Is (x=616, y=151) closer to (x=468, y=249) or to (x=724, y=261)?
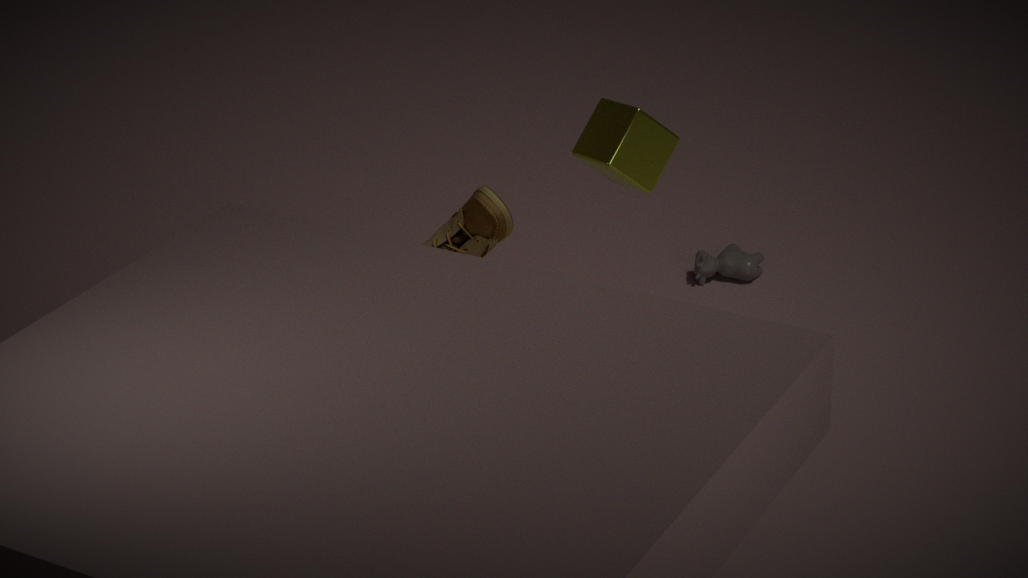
(x=468, y=249)
